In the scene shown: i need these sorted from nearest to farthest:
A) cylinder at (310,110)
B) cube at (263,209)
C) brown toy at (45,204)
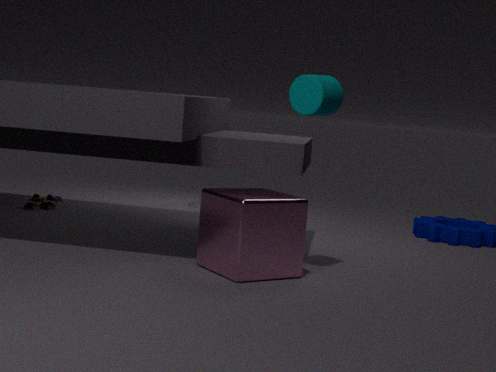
1. cube at (263,209)
2. cylinder at (310,110)
3. brown toy at (45,204)
